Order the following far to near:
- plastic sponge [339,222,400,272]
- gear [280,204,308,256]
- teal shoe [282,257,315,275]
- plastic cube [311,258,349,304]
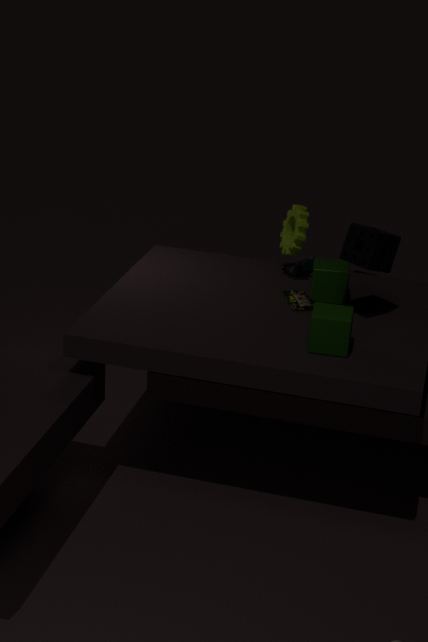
teal shoe [282,257,315,275], gear [280,204,308,256], plastic cube [311,258,349,304], plastic sponge [339,222,400,272]
